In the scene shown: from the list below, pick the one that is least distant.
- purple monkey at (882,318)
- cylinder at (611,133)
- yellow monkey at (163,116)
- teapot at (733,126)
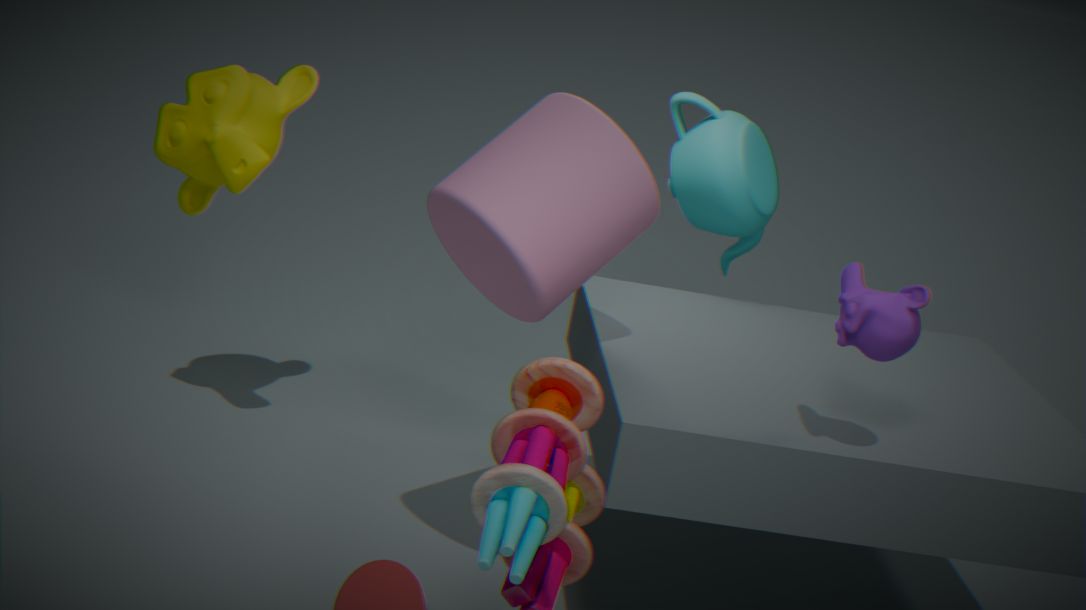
purple monkey at (882,318)
